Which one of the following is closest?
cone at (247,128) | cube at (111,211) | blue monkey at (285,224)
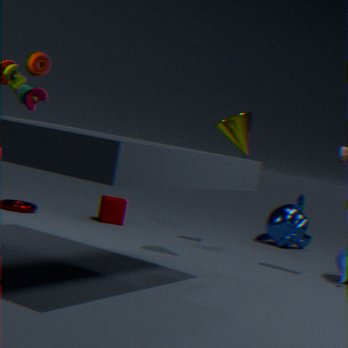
cone at (247,128)
